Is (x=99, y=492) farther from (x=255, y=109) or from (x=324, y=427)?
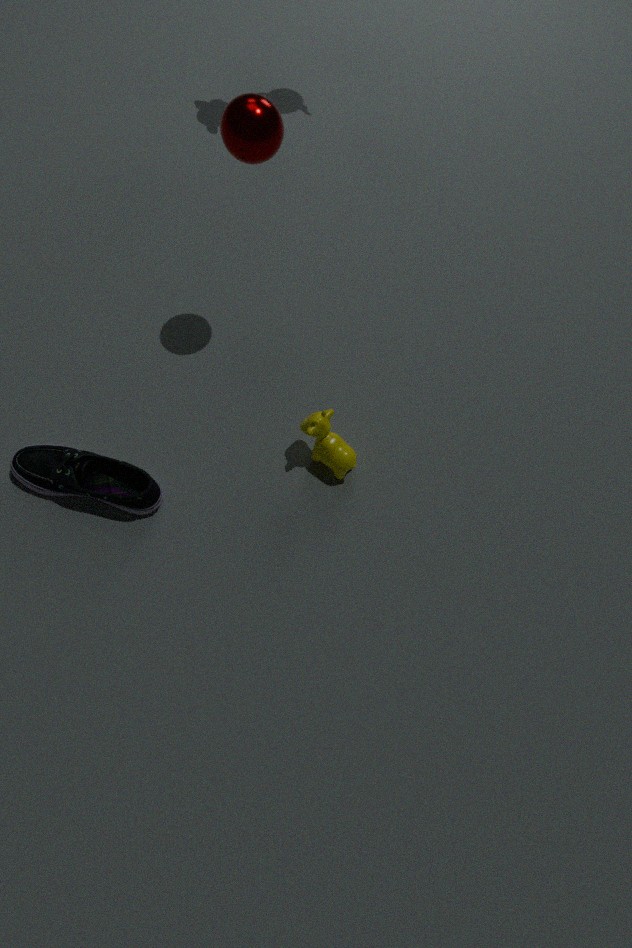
(x=255, y=109)
